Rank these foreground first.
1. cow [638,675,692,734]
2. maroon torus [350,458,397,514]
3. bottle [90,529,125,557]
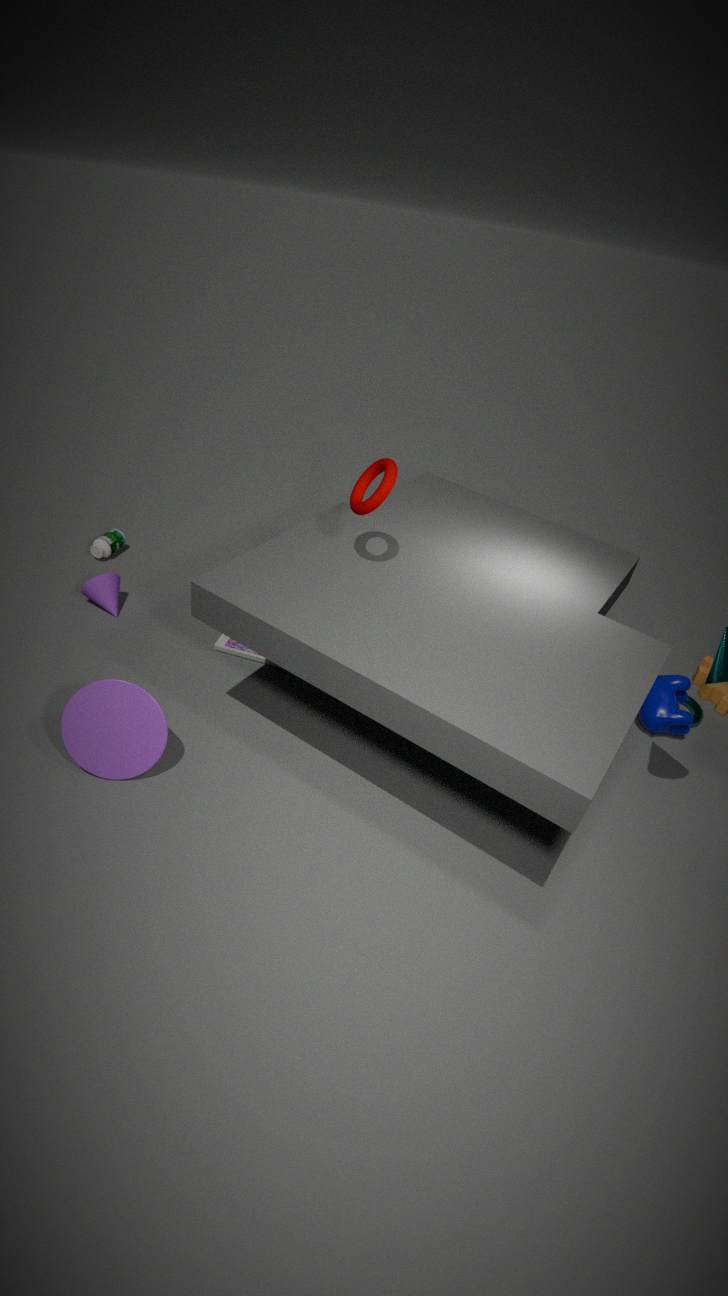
maroon torus [350,458,397,514] → cow [638,675,692,734] → bottle [90,529,125,557]
